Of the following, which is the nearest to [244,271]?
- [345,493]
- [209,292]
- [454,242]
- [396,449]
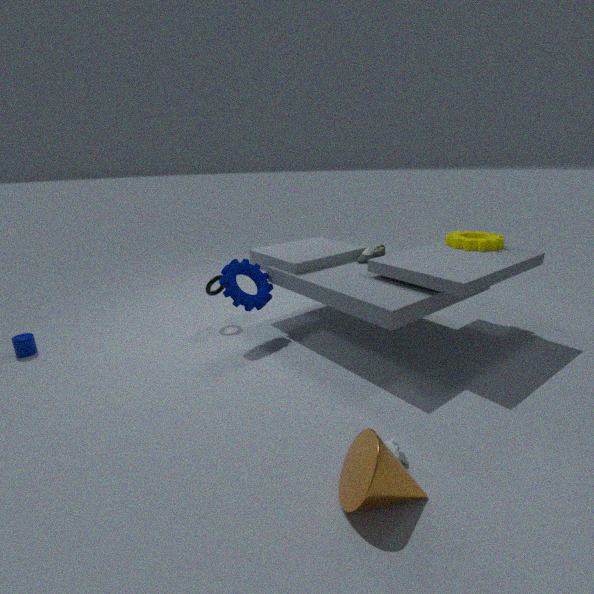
[209,292]
